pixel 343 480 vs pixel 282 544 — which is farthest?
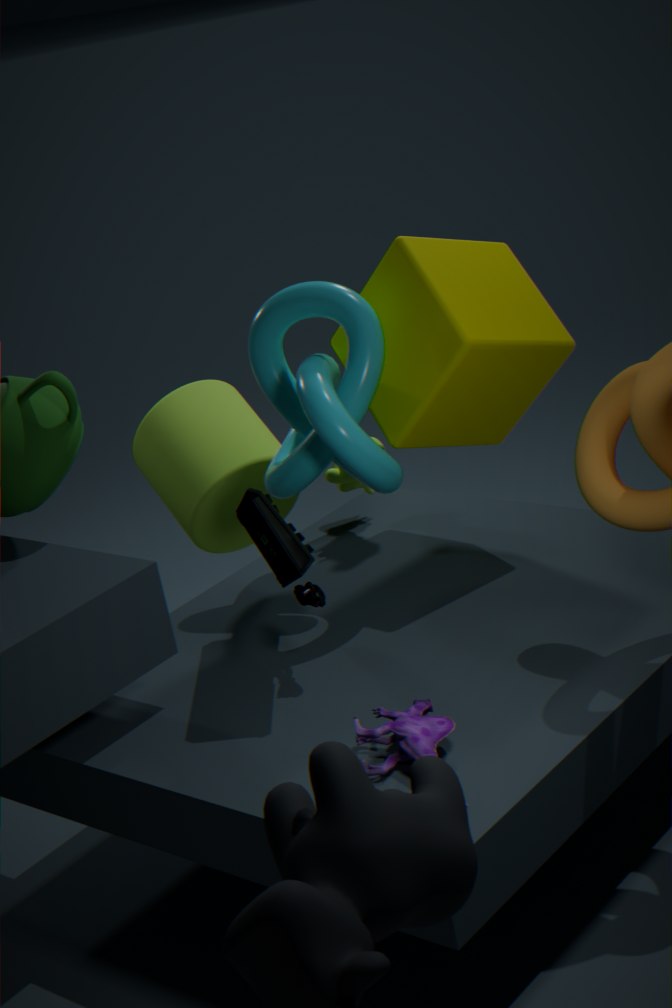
pixel 343 480
